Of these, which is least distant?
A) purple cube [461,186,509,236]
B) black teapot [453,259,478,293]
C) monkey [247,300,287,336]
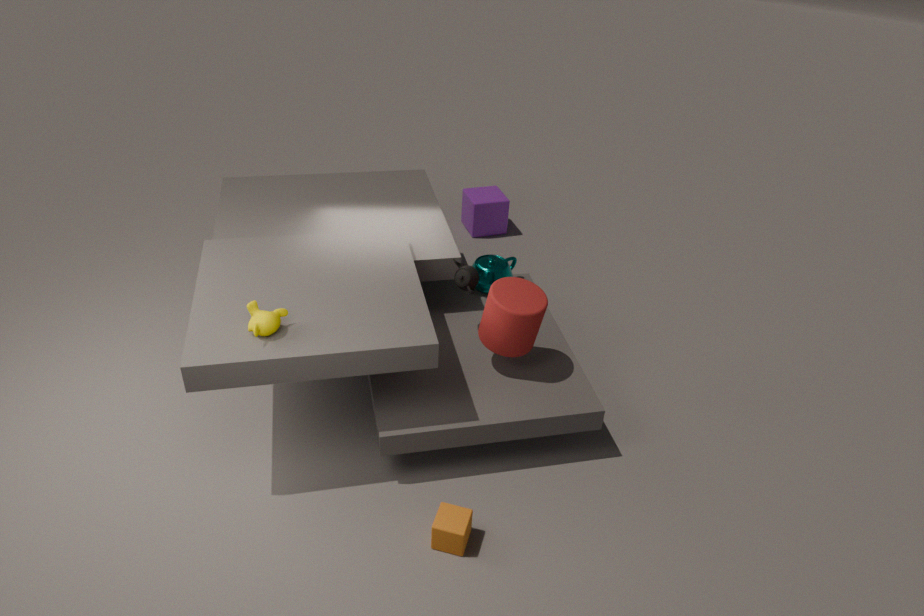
monkey [247,300,287,336]
